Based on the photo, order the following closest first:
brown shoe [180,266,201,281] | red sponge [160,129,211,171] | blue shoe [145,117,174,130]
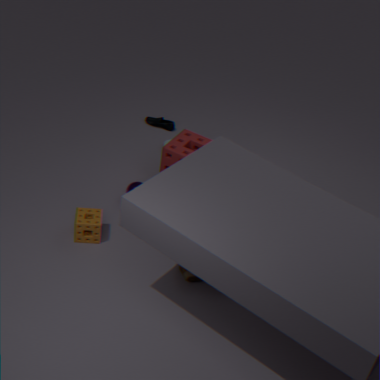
brown shoe [180,266,201,281] < red sponge [160,129,211,171] < blue shoe [145,117,174,130]
